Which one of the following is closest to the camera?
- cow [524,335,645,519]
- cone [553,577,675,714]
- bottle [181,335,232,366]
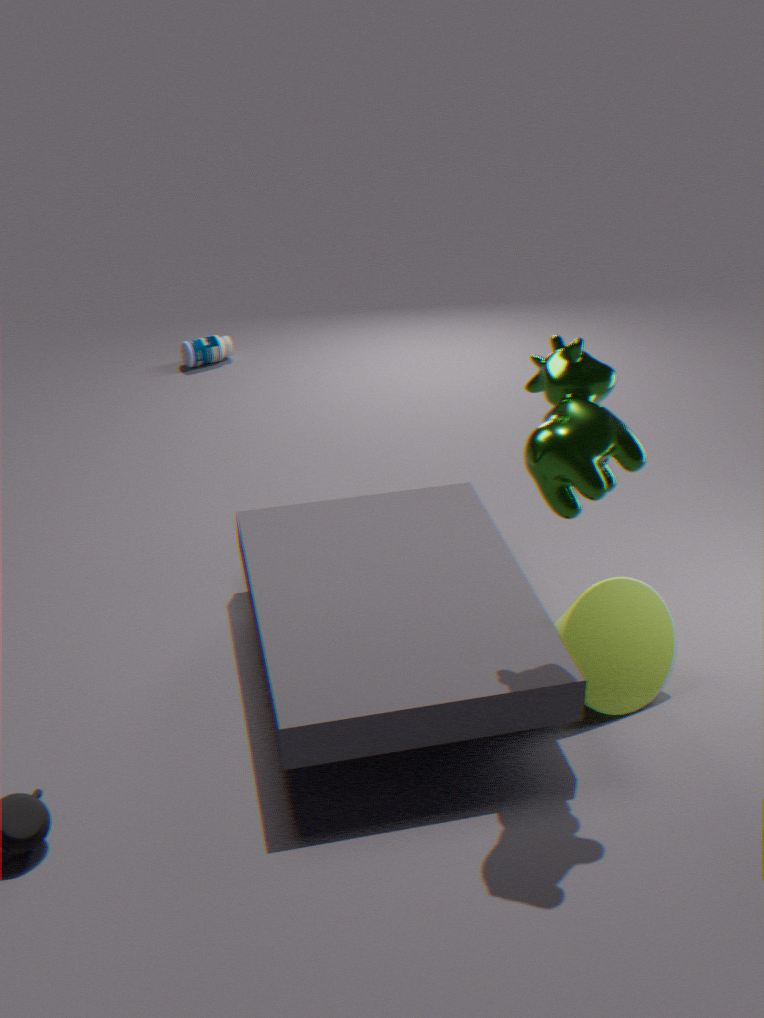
Answer: cow [524,335,645,519]
